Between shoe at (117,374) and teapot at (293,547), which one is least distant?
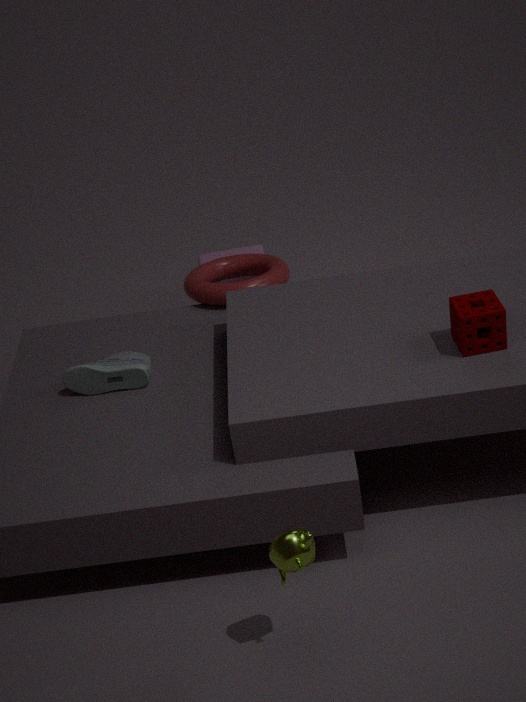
teapot at (293,547)
